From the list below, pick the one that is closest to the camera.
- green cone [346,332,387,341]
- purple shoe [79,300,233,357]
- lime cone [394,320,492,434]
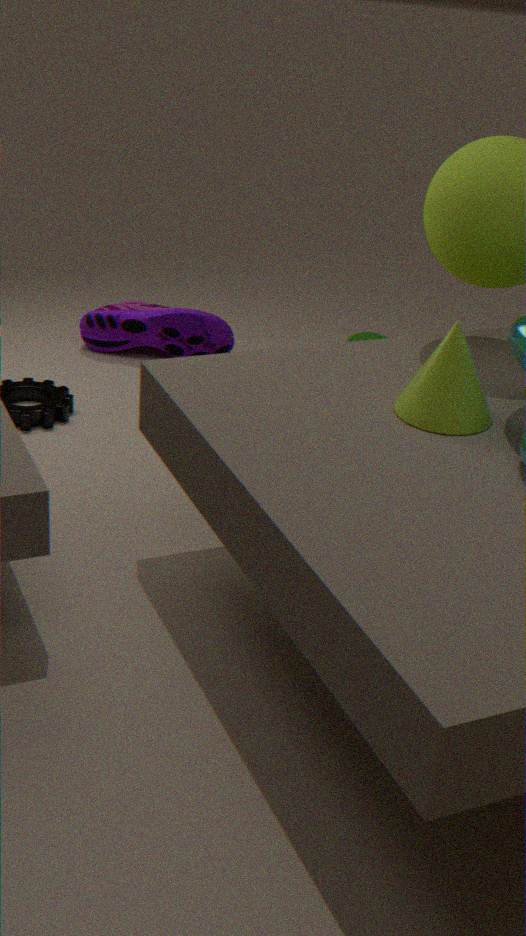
lime cone [394,320,492,434]
